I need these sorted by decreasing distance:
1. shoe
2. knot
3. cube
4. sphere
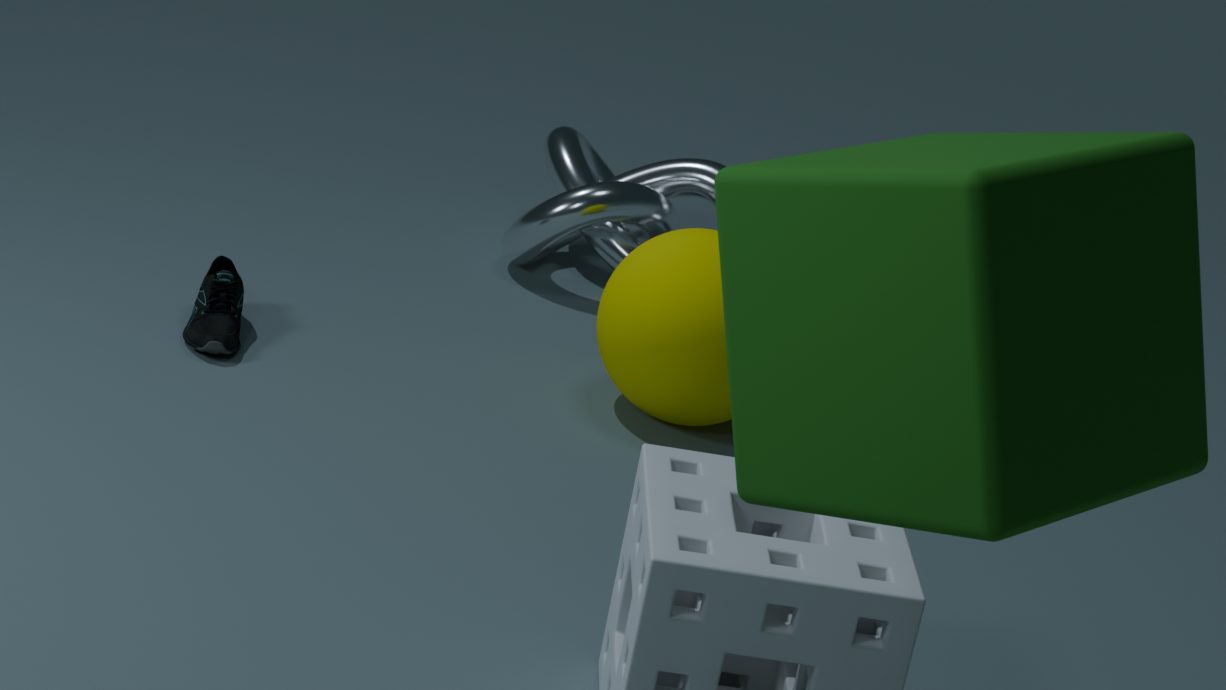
knot
shoe
sphere
cube
